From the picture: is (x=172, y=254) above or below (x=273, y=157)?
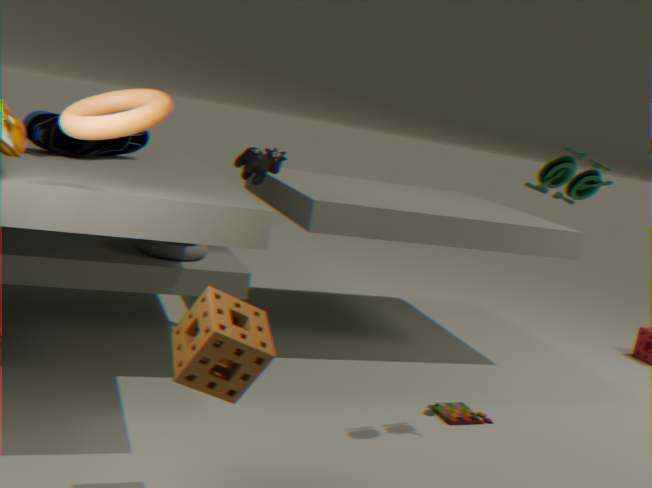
below
